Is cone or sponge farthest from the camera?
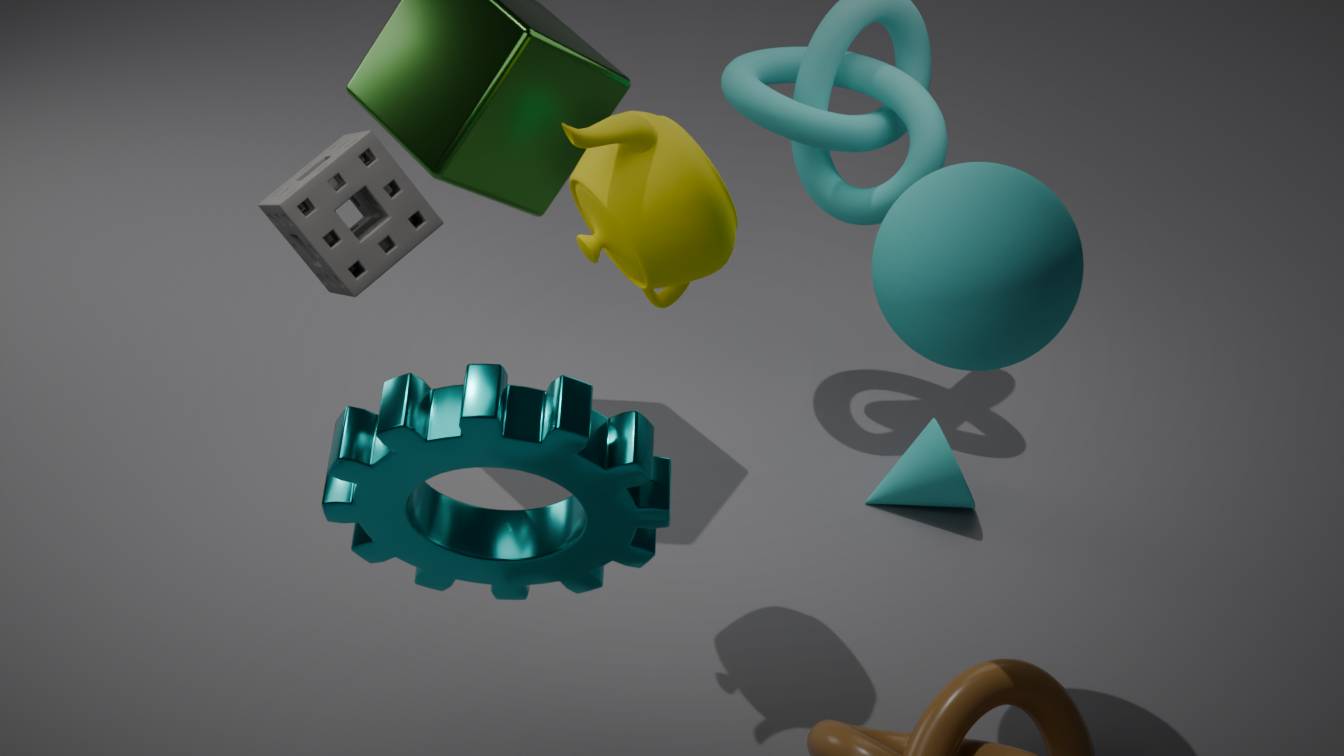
cone
